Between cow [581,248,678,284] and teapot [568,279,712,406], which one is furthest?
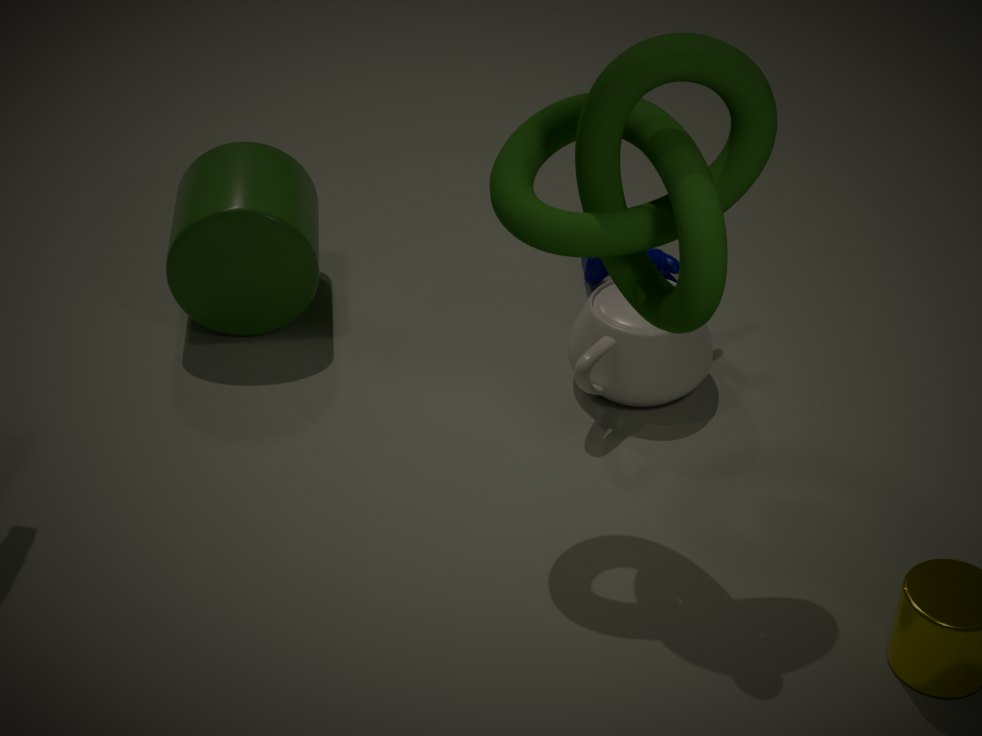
cow [581,248,678,284]
